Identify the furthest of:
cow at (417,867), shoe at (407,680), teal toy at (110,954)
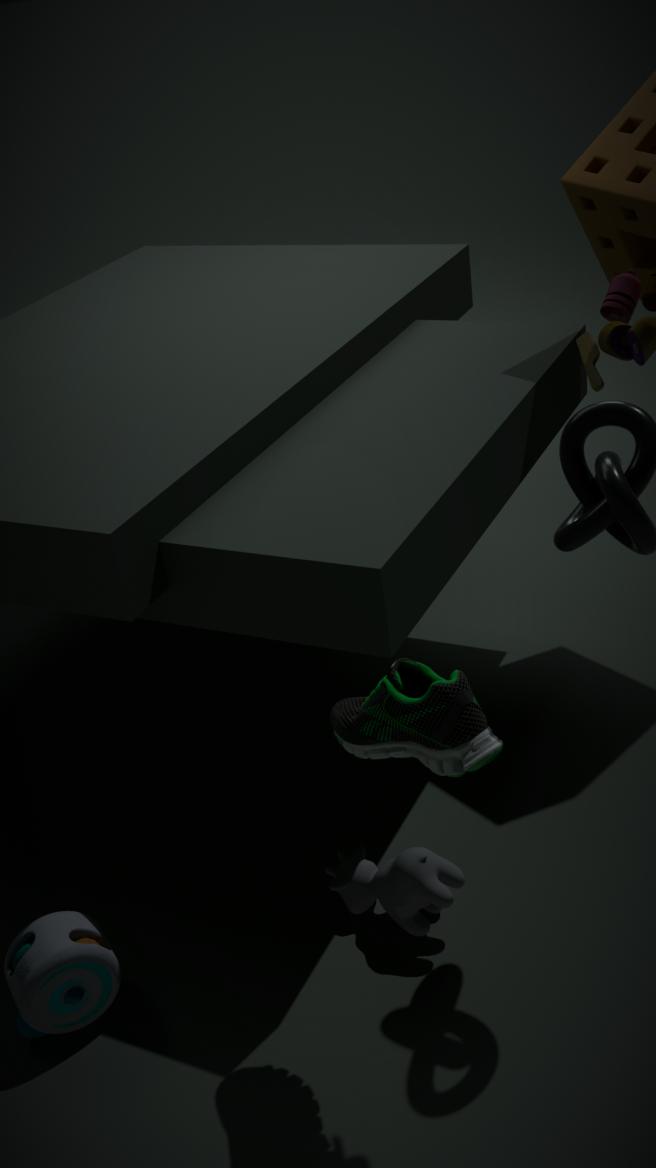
cow at (417,867)
